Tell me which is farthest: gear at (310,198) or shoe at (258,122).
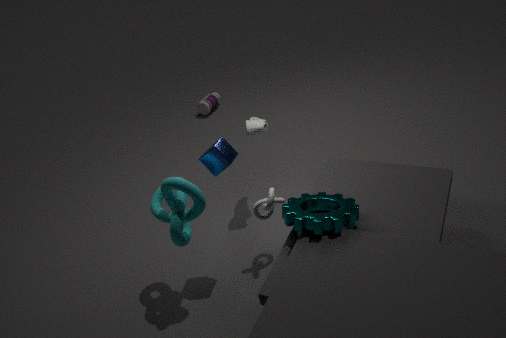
shoe at (258,122)
